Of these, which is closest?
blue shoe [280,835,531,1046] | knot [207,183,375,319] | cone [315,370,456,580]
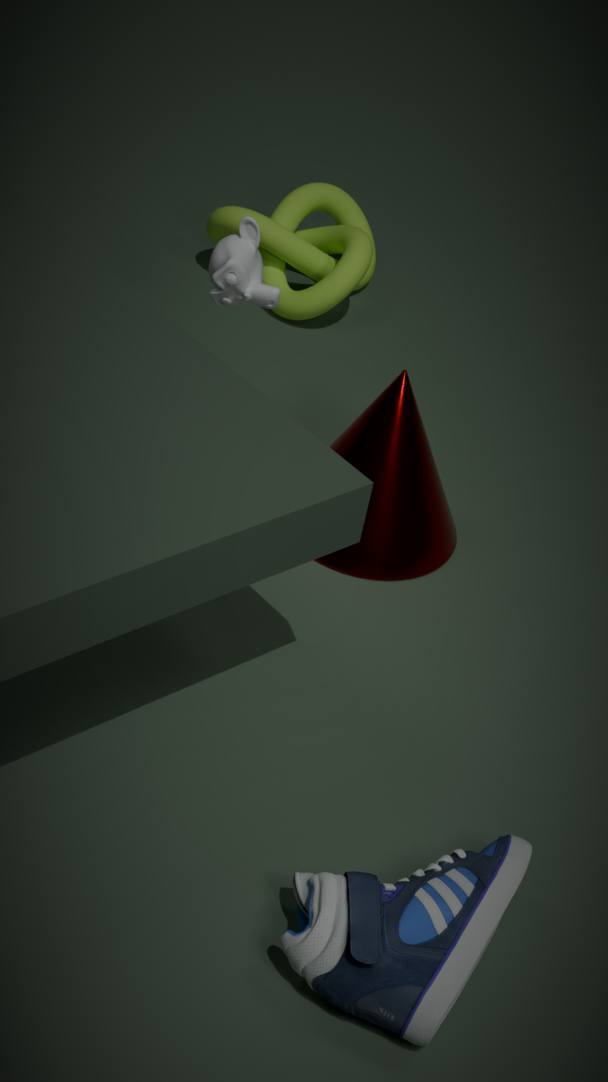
blue shoe [280,835,531,1046]
